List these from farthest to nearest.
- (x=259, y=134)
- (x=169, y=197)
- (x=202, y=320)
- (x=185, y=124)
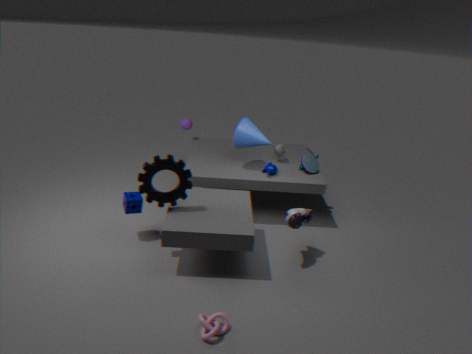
1. (x=185, y=124)
2. (x=259, y=134)
3. (x=169, y=197)
4. (x=202, y=320)
